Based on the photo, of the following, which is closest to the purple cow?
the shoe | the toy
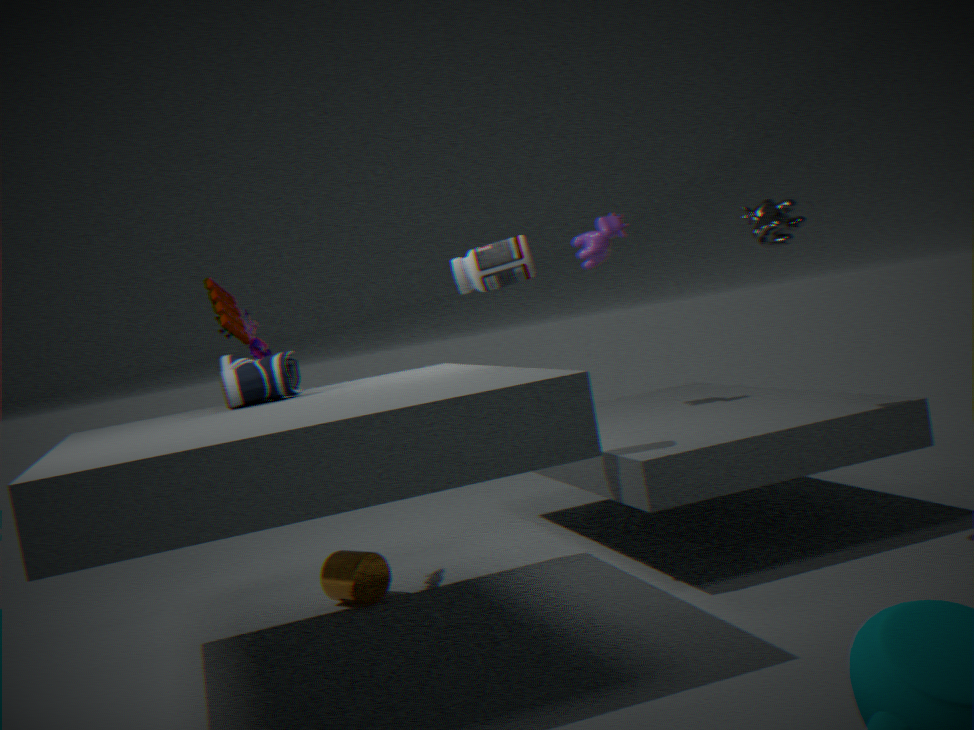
the toy
